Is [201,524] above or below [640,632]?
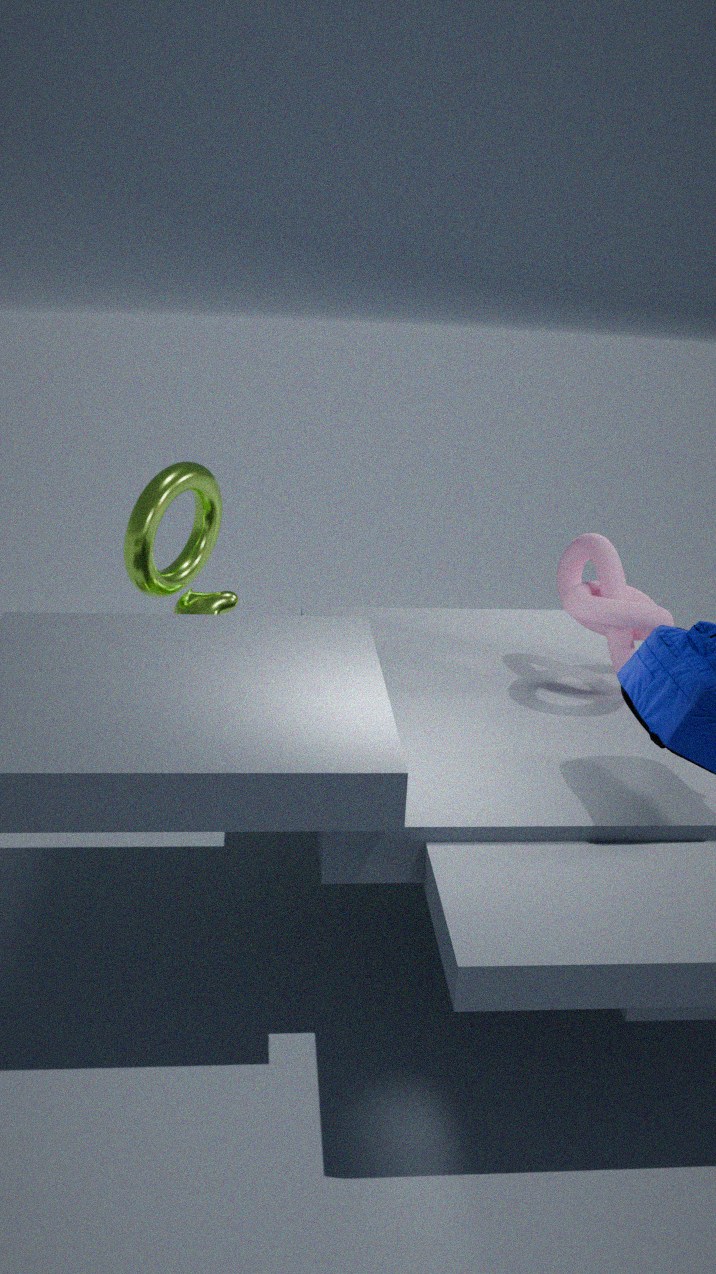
above
